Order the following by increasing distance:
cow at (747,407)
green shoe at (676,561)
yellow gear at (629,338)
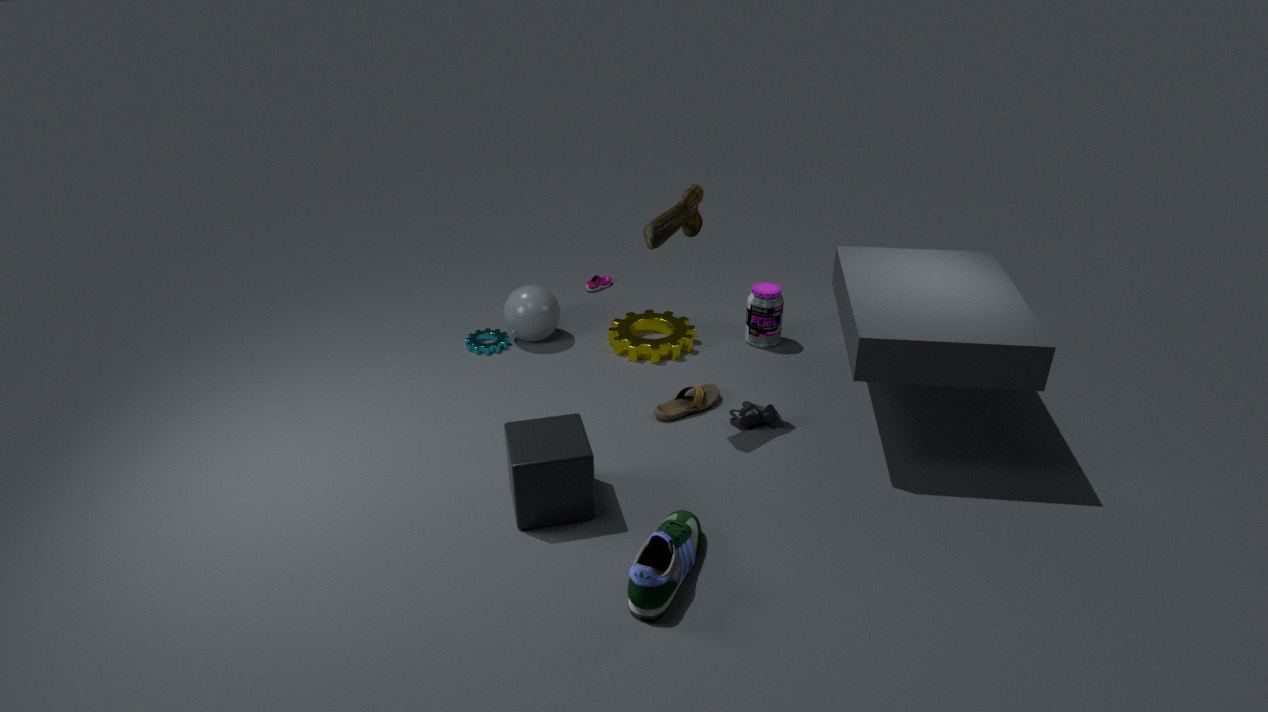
green shoe at (676,561), cow at (747,407), yellow gear at (629,338)
